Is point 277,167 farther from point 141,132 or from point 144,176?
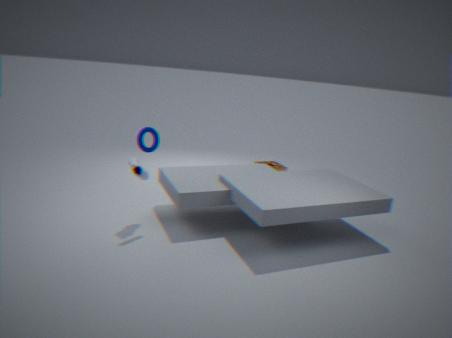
point 141,132
